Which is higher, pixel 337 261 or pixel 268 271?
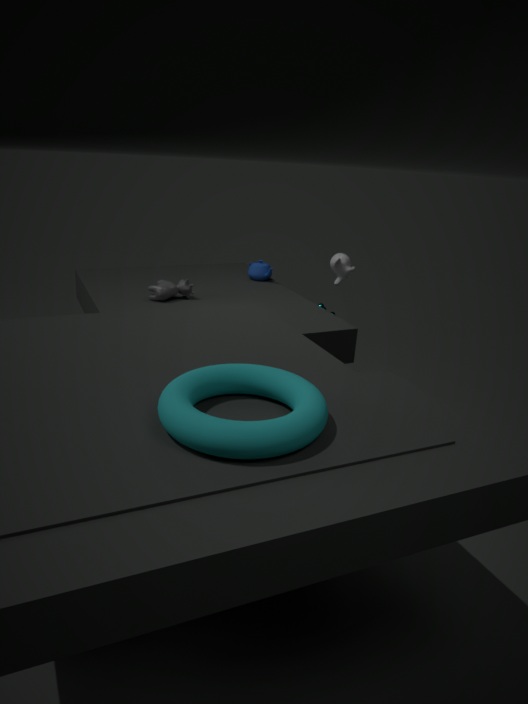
pixel 337 261
